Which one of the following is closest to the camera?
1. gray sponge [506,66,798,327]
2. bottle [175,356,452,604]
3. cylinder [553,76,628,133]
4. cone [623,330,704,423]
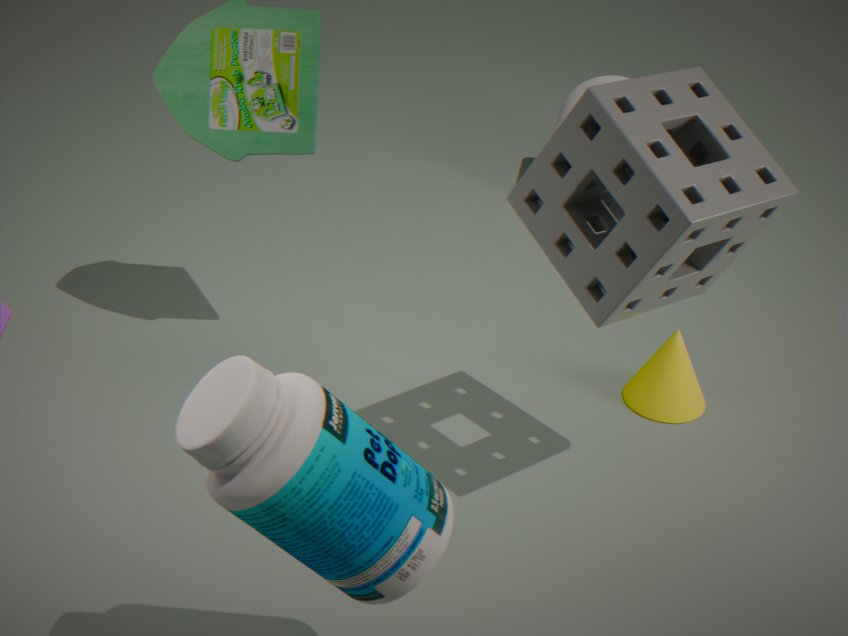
bottle [175,356,452,604]
